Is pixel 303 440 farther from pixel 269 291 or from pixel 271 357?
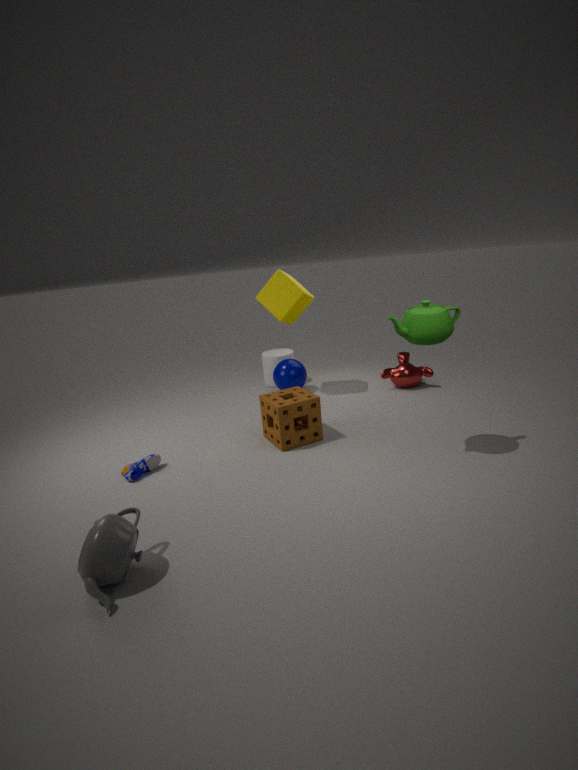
pixel 271 357
